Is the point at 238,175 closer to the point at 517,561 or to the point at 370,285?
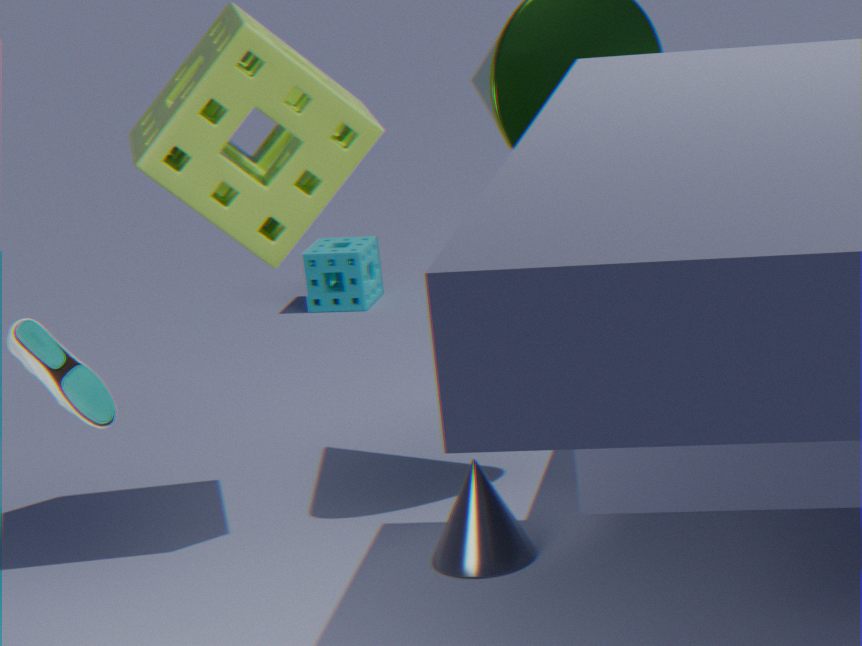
the point at 517,561
